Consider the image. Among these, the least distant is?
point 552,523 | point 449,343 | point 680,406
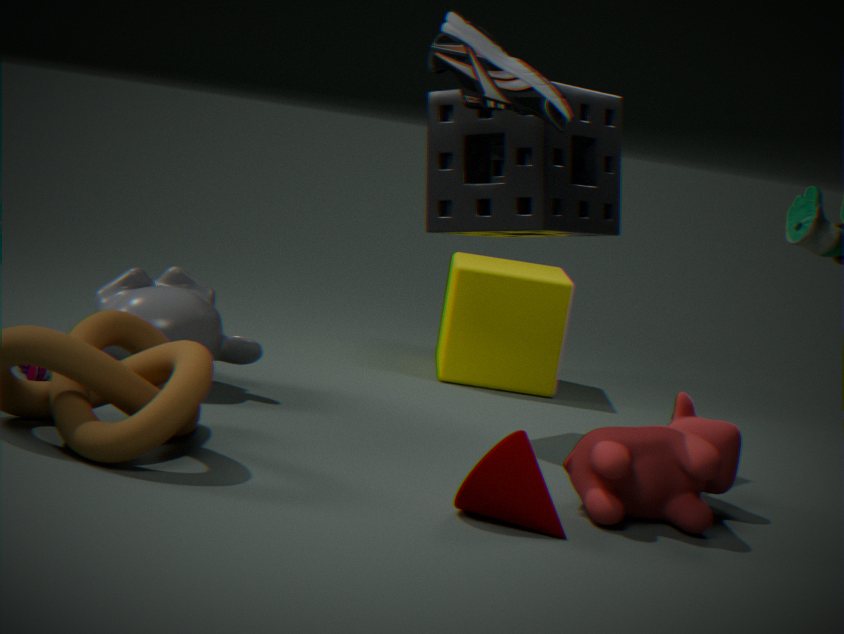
point 552,523
